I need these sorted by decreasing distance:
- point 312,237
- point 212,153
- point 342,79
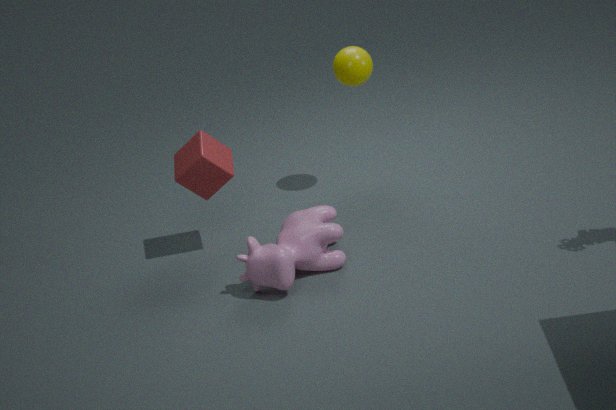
point 342,79
point 212,153
point 312,237
